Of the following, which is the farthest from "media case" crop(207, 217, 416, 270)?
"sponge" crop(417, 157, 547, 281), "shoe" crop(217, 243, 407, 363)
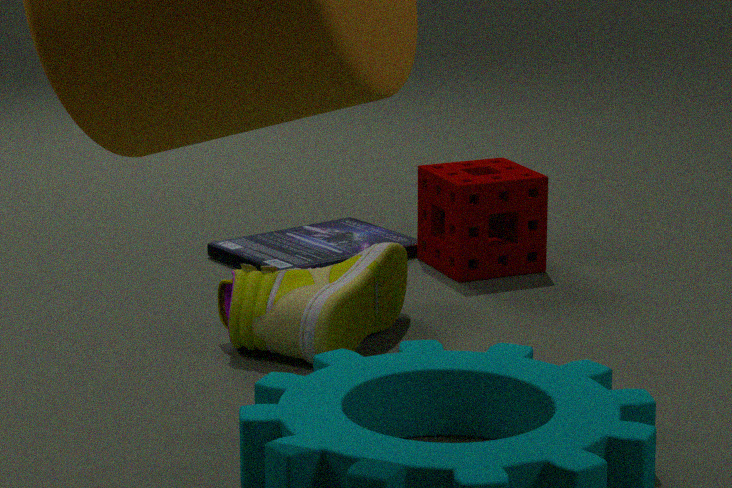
"shoe" crop(217, 243, 407, 363)
